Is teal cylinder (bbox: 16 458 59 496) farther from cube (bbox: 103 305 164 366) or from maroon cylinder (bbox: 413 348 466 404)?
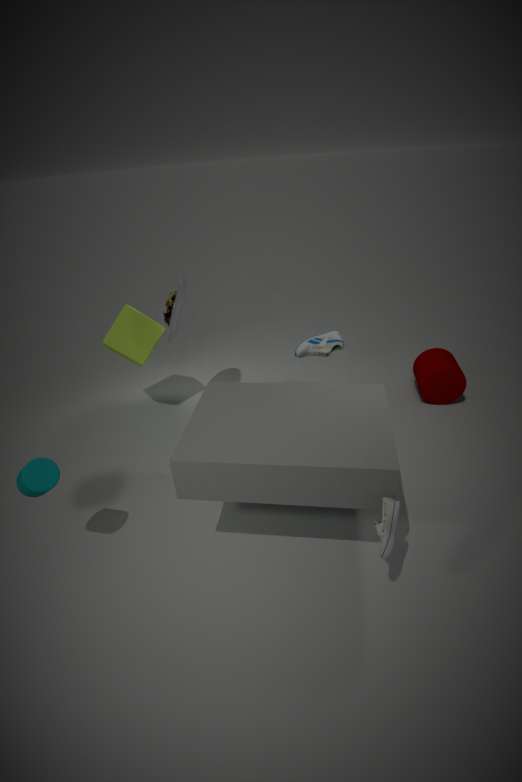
maroon cylinder (bbox: 413 348 466 404)
